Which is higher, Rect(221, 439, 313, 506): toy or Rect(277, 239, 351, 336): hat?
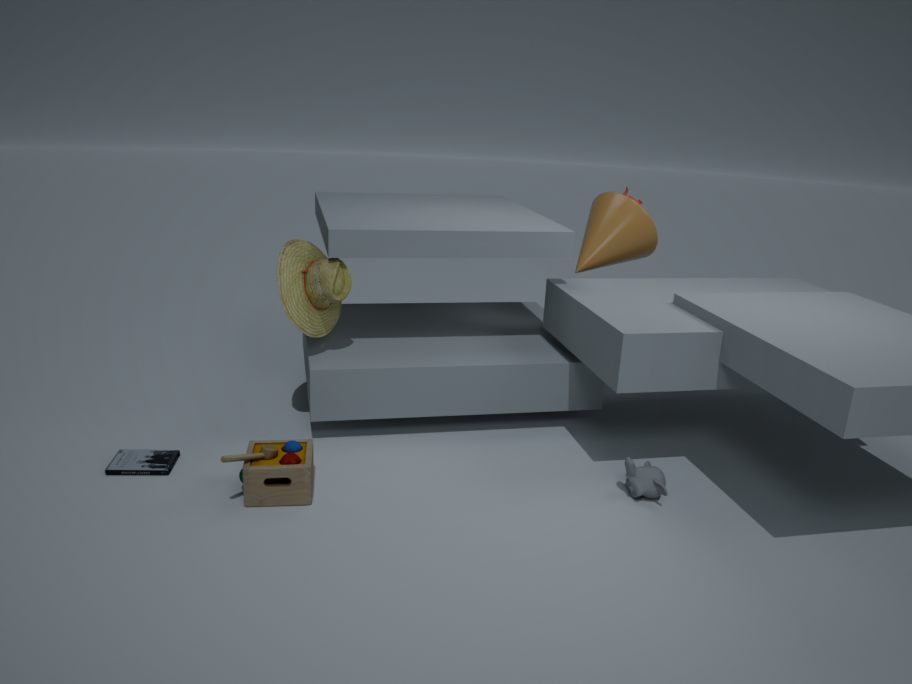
Rect(277, 239, 351, 336): hat
